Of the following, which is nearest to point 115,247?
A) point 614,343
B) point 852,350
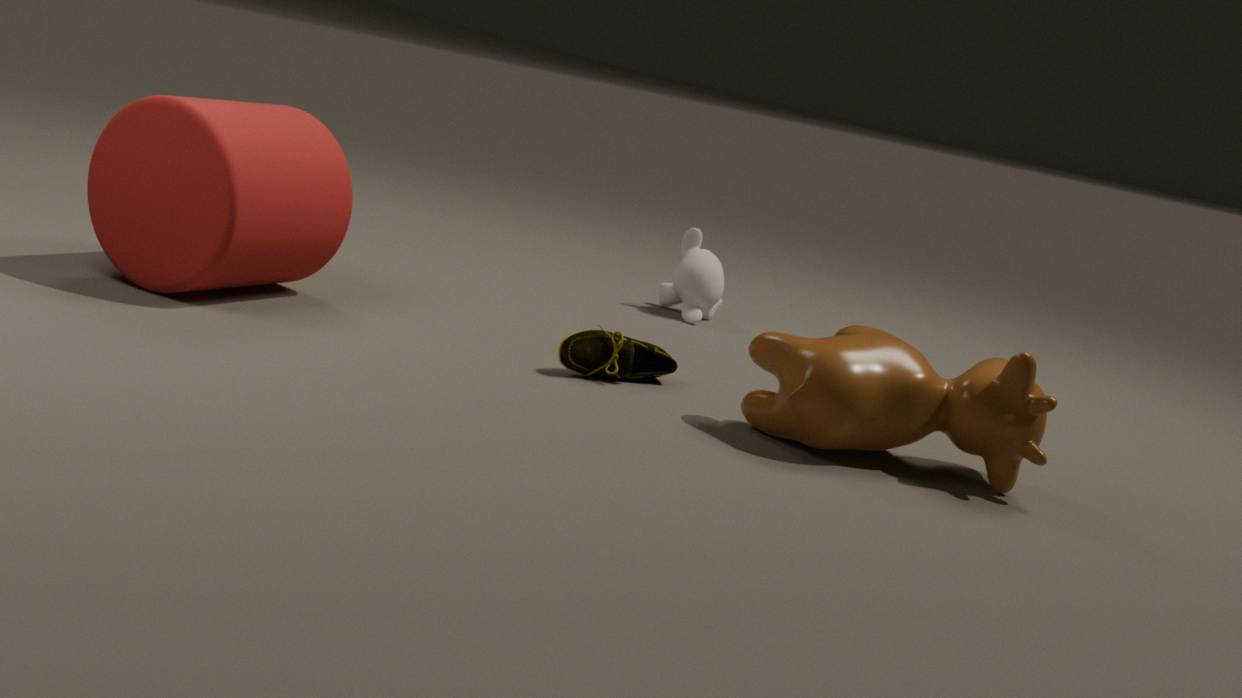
point 614,343
